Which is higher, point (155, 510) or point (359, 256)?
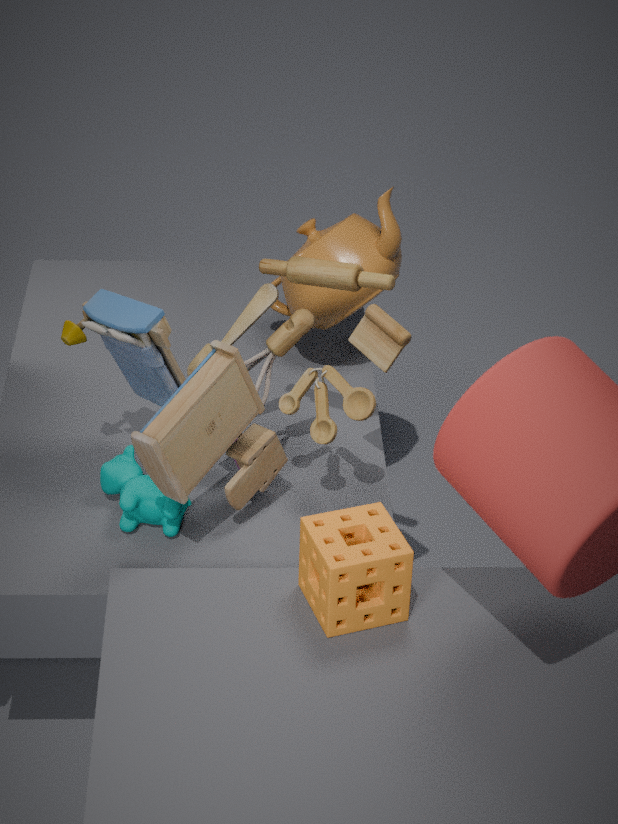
point (359, 256)
